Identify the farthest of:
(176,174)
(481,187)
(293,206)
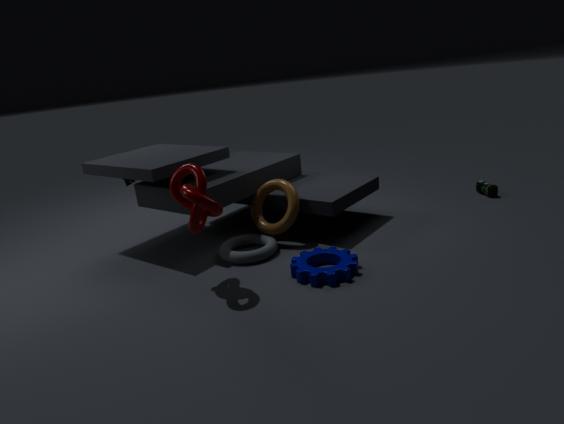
(481,187)
